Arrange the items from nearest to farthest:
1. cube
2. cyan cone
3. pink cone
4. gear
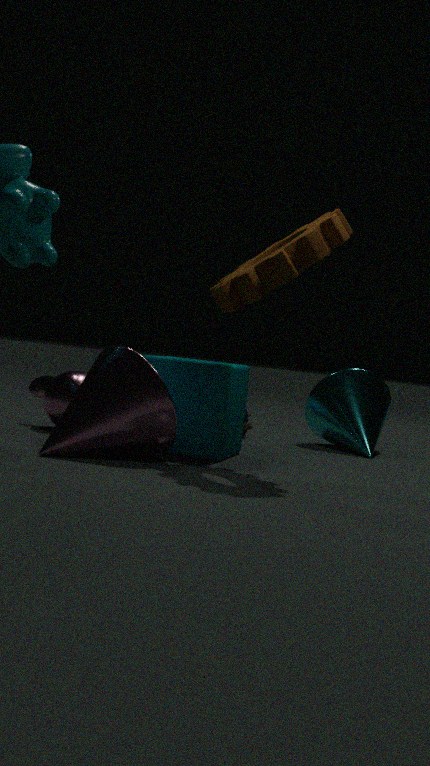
gear < pink cone < cube < cyan cone
